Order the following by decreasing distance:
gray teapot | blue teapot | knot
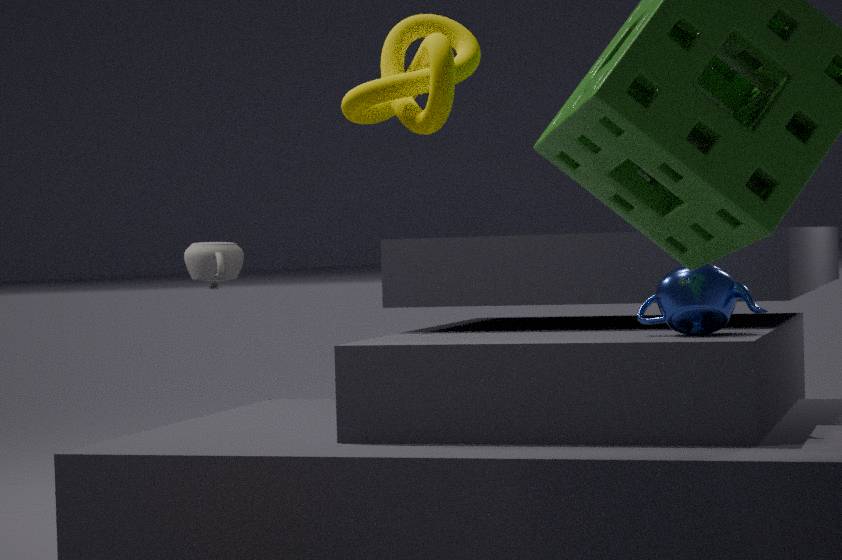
gray teapot, blue teapot, knot
